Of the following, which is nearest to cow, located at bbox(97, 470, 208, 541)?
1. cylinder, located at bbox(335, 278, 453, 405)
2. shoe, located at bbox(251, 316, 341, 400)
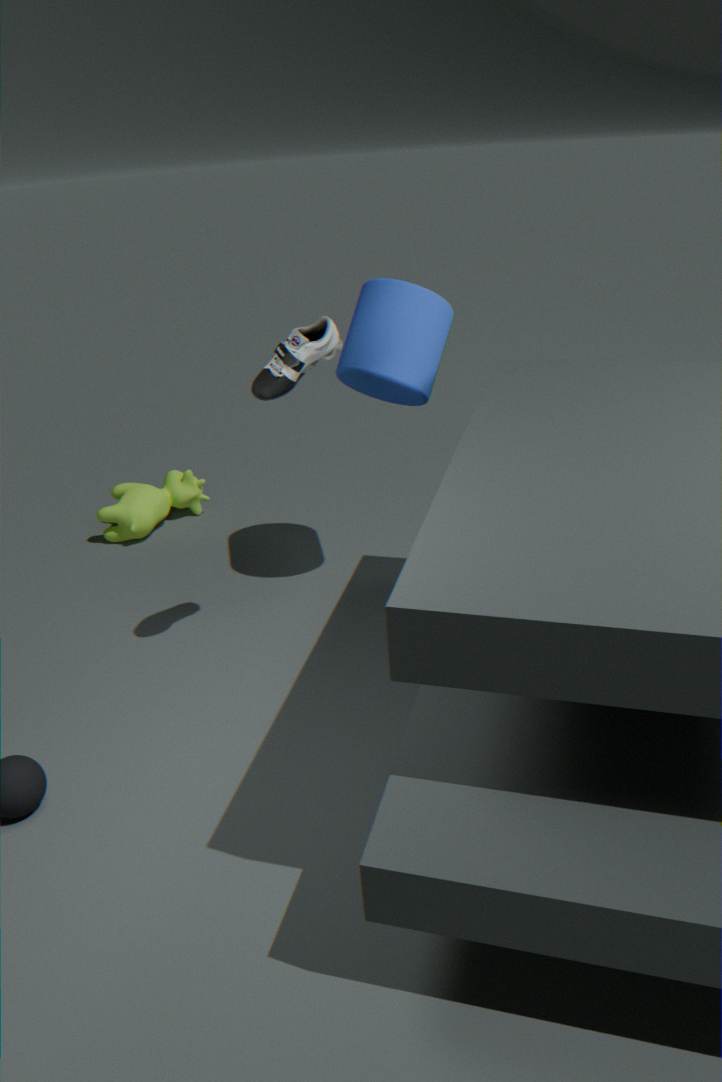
cylinder, located at bbox(335, 278, 453, 405)
